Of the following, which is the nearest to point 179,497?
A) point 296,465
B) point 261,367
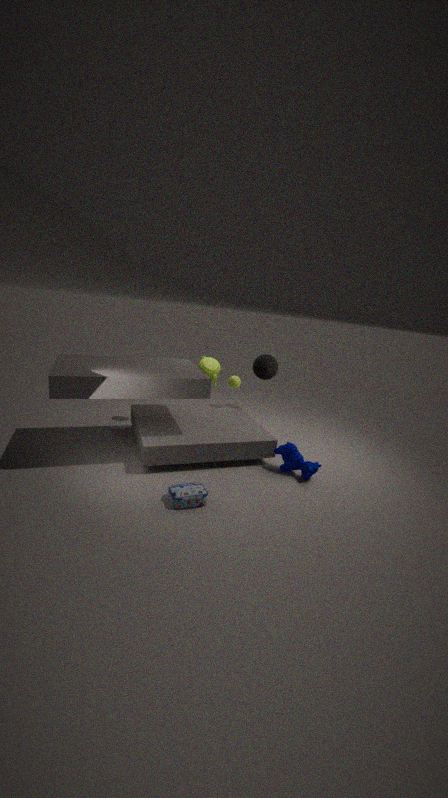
point 296,465
